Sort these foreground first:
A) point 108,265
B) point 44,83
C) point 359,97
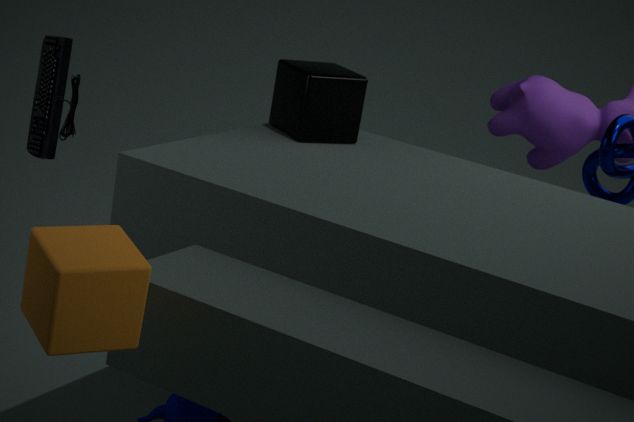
point 108,265 < point 359,97 < point 44,83
